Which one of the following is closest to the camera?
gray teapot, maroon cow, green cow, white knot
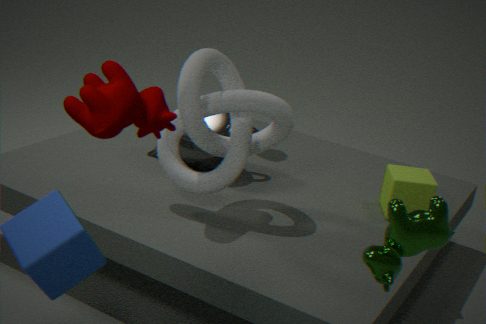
maroon cow
